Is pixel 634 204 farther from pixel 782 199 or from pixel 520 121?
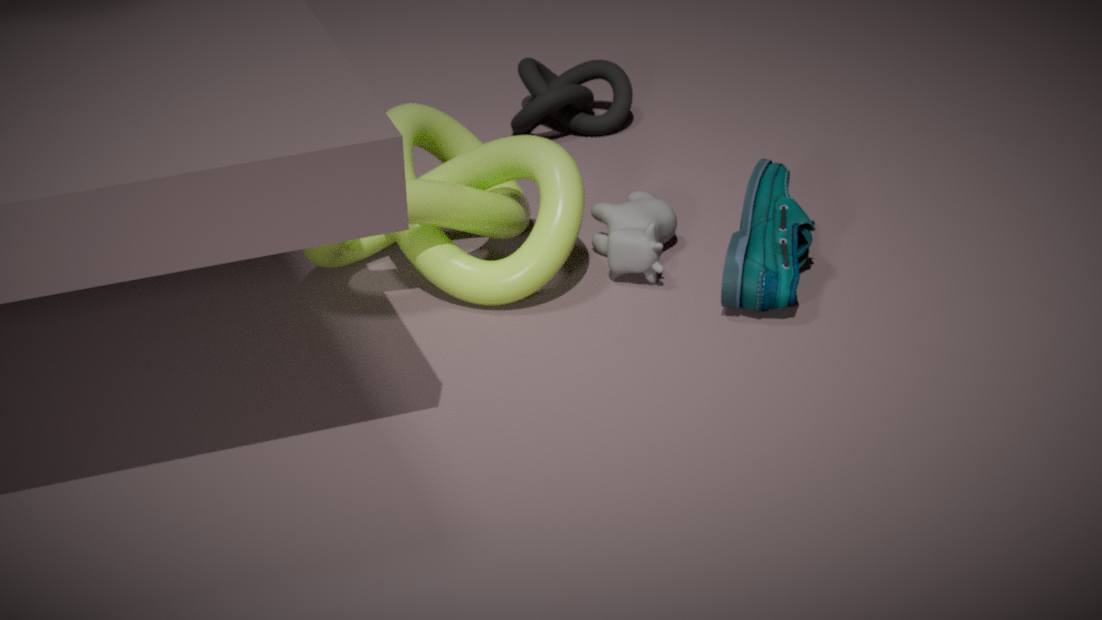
pixel 520 121
